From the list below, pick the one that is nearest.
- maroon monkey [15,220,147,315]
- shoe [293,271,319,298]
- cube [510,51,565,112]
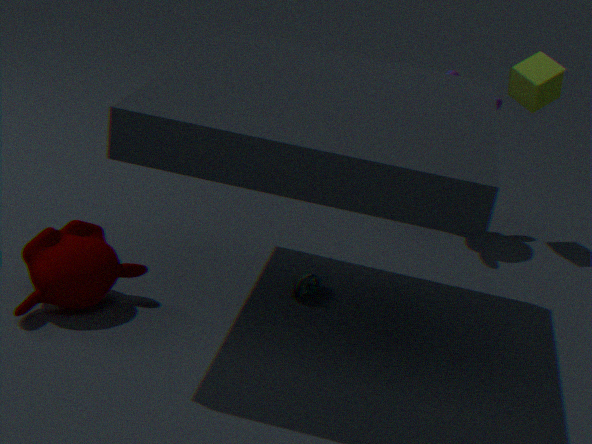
maroon monkey [15,220,147,315]
